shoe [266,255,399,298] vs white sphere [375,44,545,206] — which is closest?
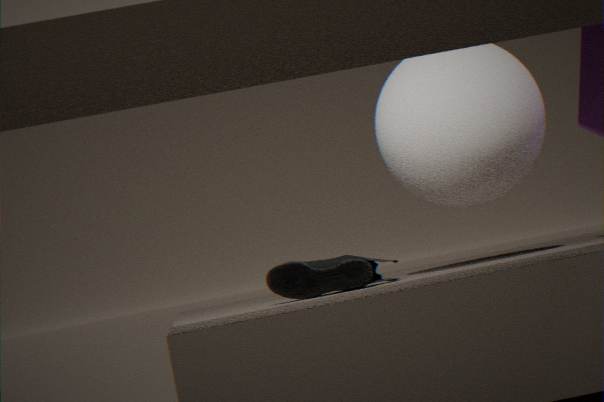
shoe [266,255,399,298]
